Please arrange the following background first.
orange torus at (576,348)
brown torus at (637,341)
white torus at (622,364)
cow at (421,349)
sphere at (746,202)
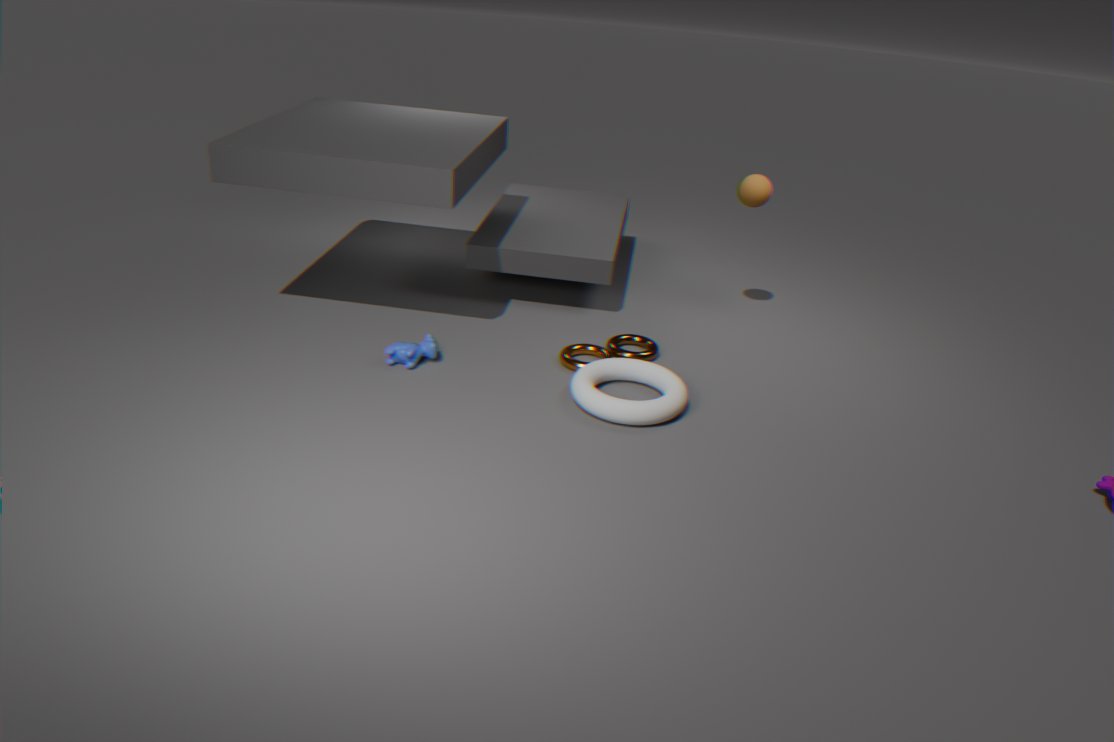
sphere at (746,202) → brown torus at (637,341) → orange torus at (576,348) → cow at (421,349) → white torus at (622,364)
